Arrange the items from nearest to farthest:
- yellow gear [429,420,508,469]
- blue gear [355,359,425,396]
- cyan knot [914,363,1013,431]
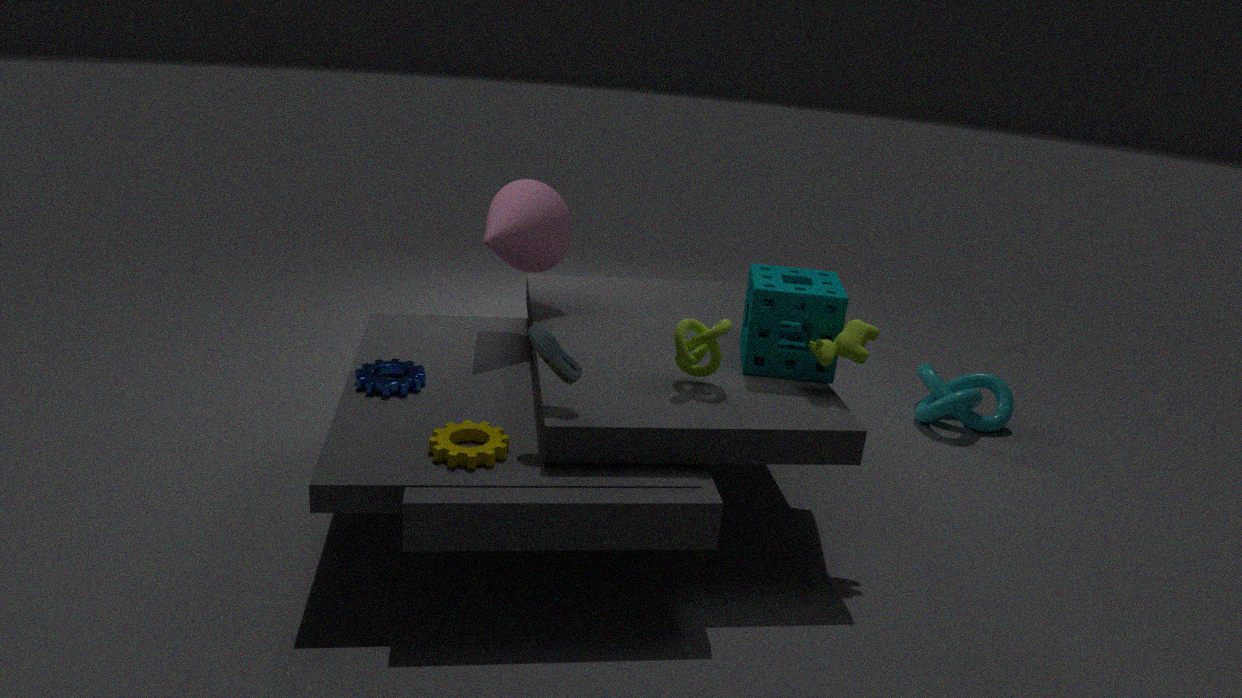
yellow gear [429,420,508,469], blue gear [355,359,425,396], cyan knot [914,363,1013,431]
